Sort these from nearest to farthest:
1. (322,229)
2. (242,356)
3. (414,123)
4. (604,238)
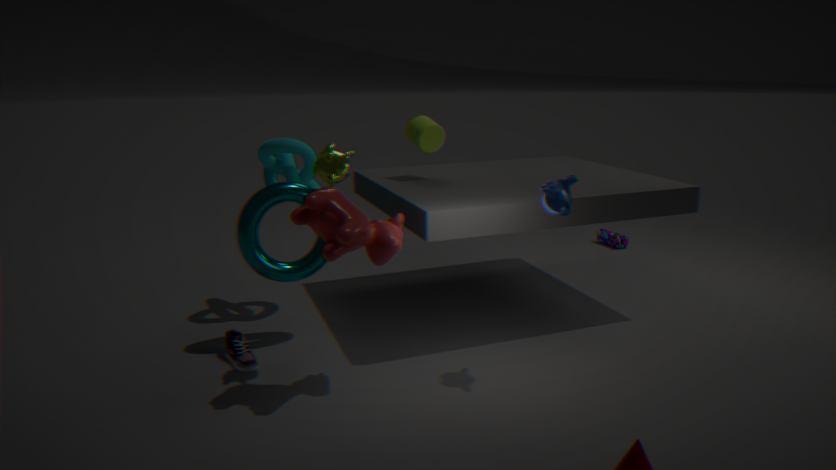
1. (322,229)
2. (242,356)
3. (414,123)
4. (604,238)
